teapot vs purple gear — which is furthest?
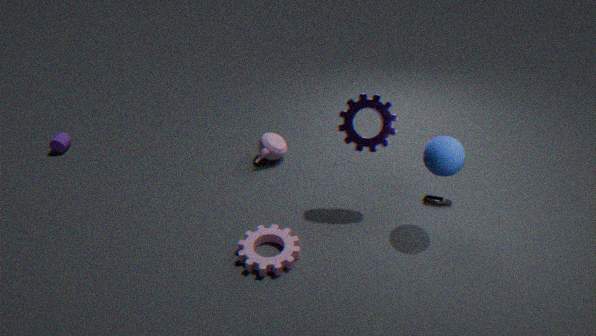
teapot
